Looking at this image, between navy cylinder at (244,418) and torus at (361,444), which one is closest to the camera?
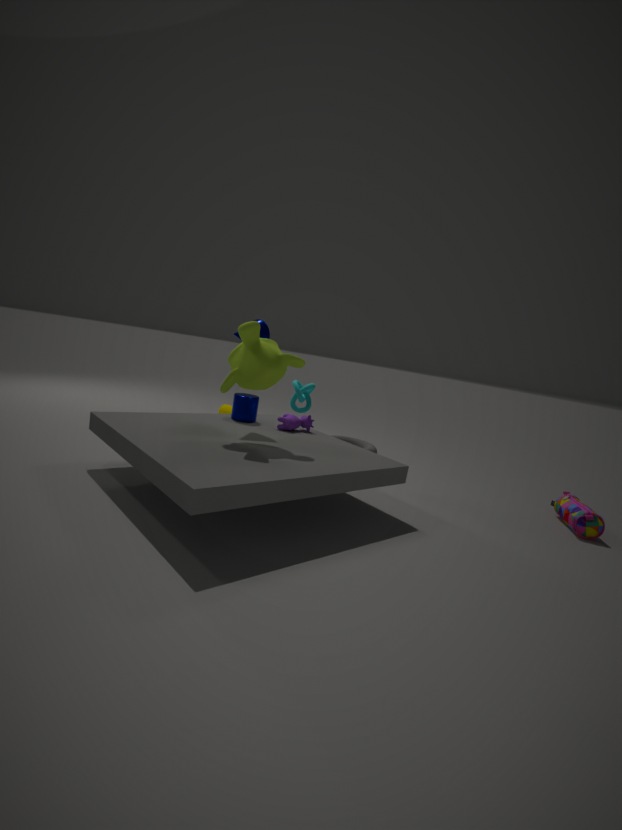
navy cylinder at (244,418)
